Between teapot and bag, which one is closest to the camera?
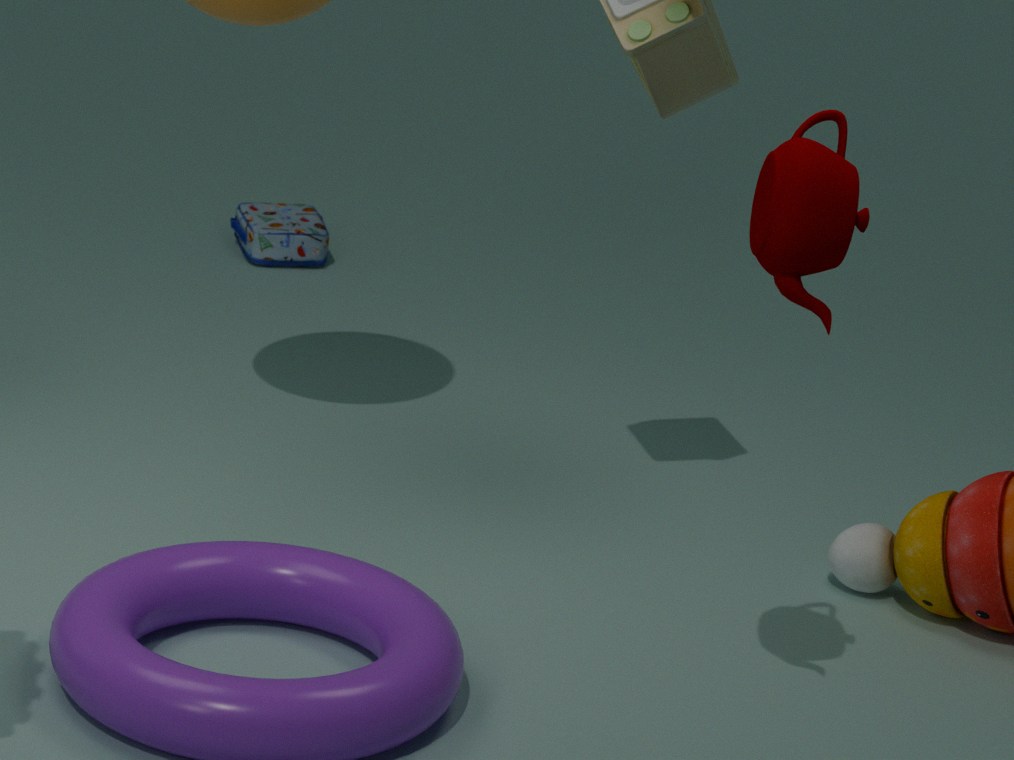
teapot
